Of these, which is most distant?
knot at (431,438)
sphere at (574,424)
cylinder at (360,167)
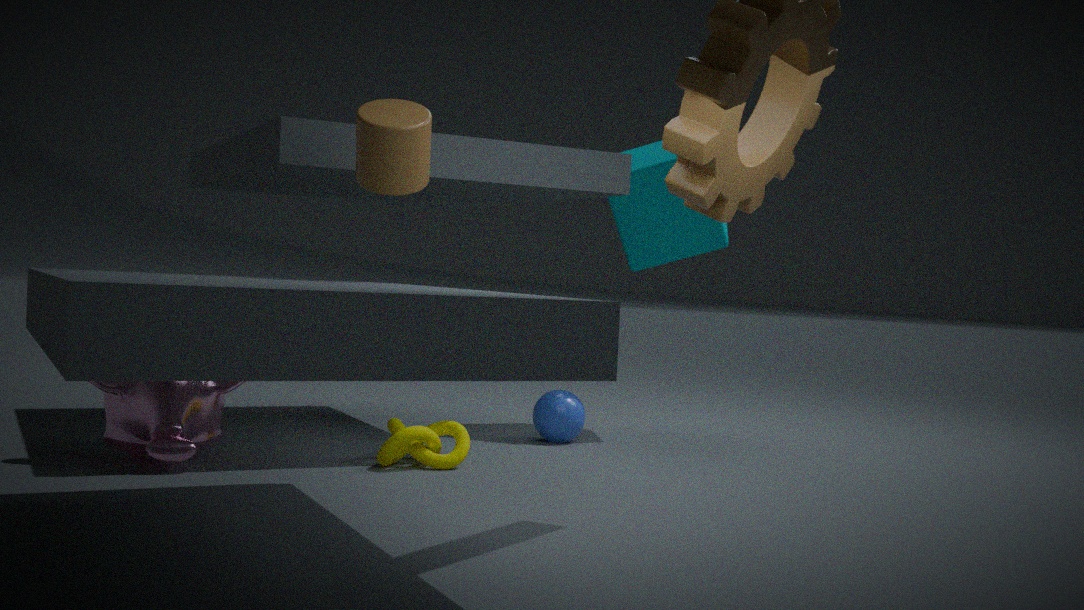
sphere at (574,424)
